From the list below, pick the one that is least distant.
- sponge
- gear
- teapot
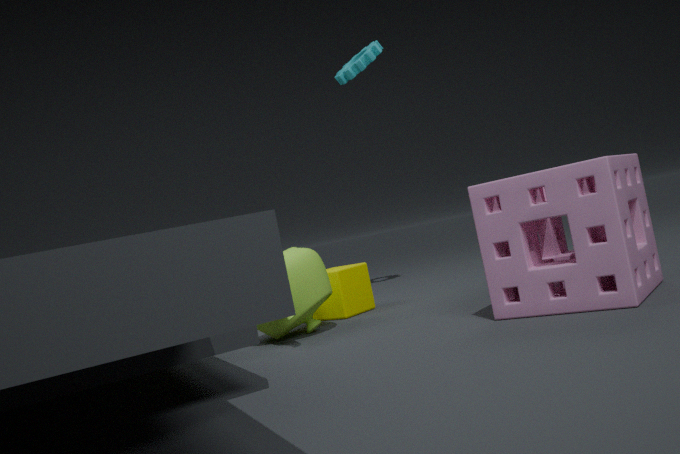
sponge
